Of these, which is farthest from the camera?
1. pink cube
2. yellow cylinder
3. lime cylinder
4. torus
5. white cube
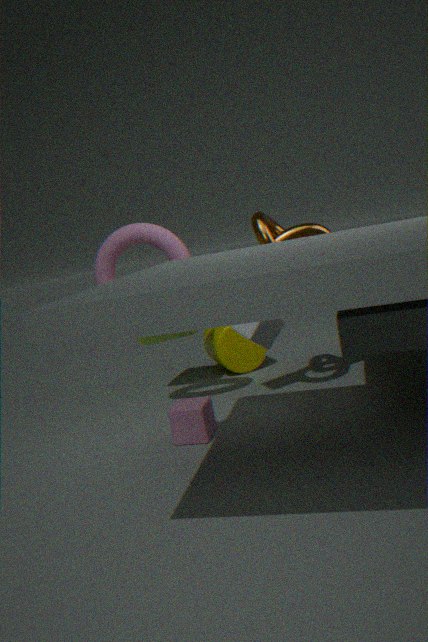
yellow cylinder
